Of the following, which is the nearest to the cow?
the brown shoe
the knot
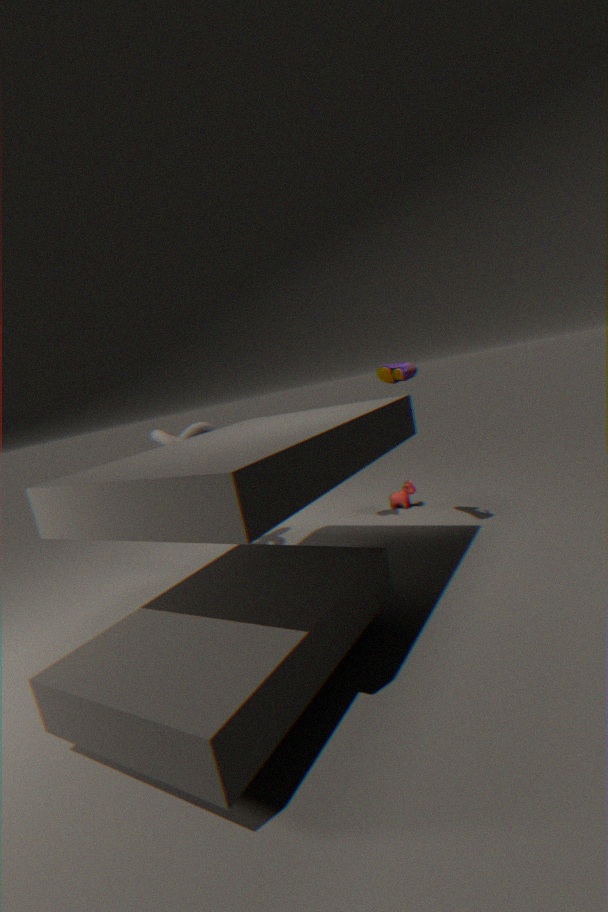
the brown shoe
